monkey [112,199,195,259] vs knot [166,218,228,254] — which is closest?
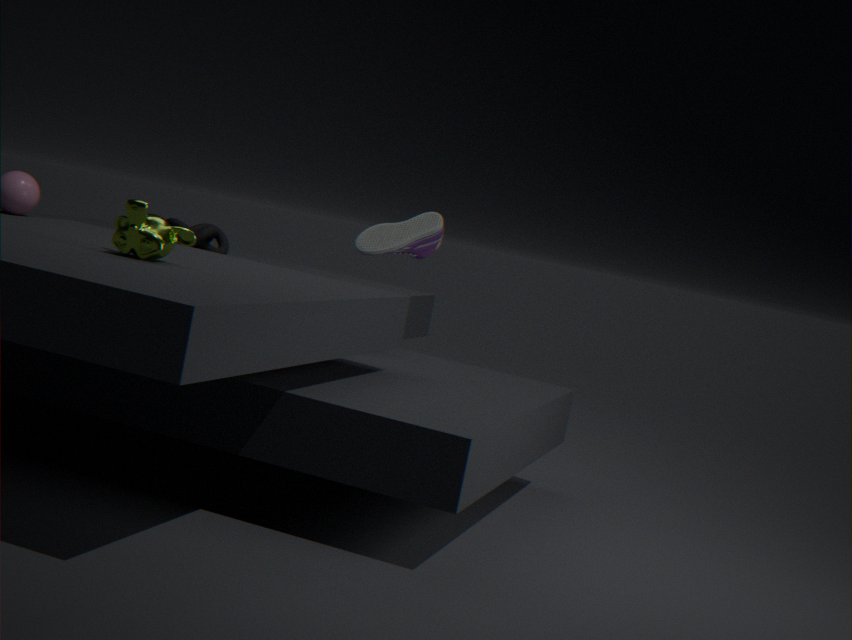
monkey [112,199,195,259]
